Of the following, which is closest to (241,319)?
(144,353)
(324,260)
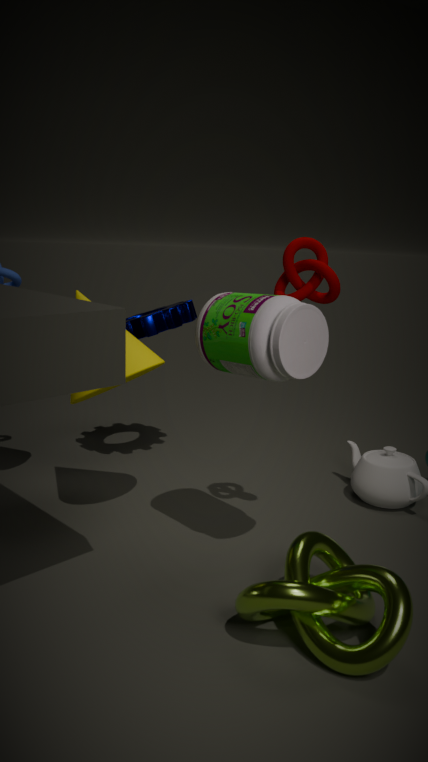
(324,260)
